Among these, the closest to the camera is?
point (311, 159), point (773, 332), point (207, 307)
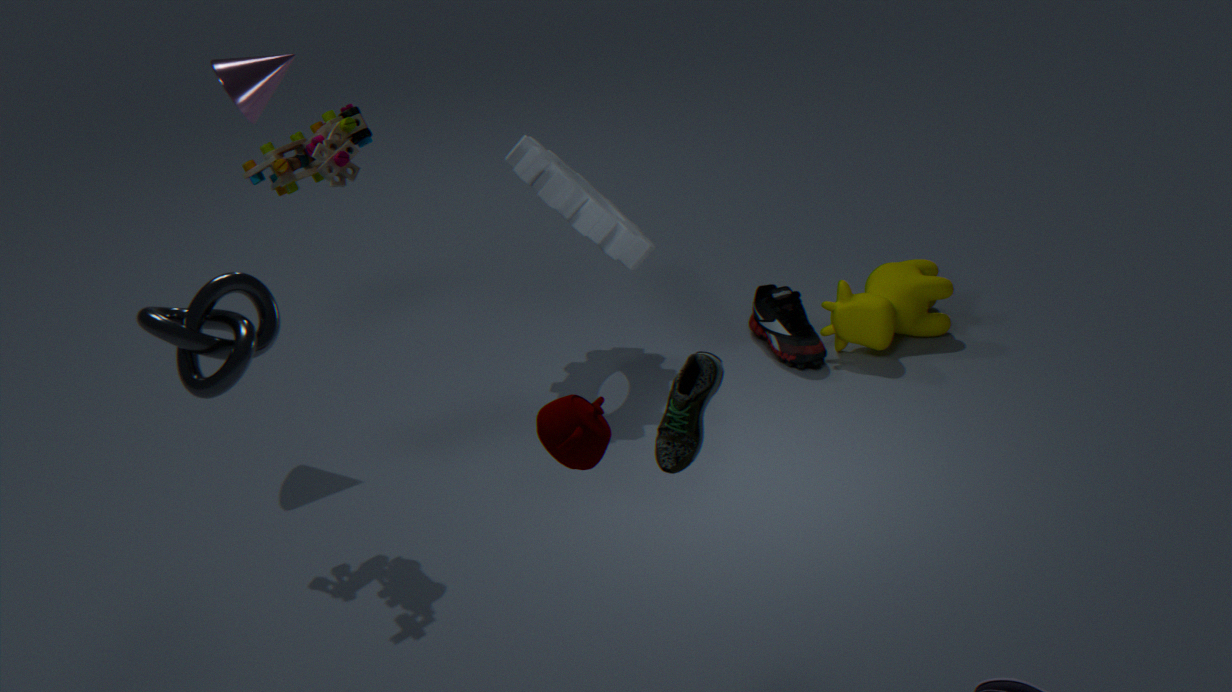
point (207, 307)
